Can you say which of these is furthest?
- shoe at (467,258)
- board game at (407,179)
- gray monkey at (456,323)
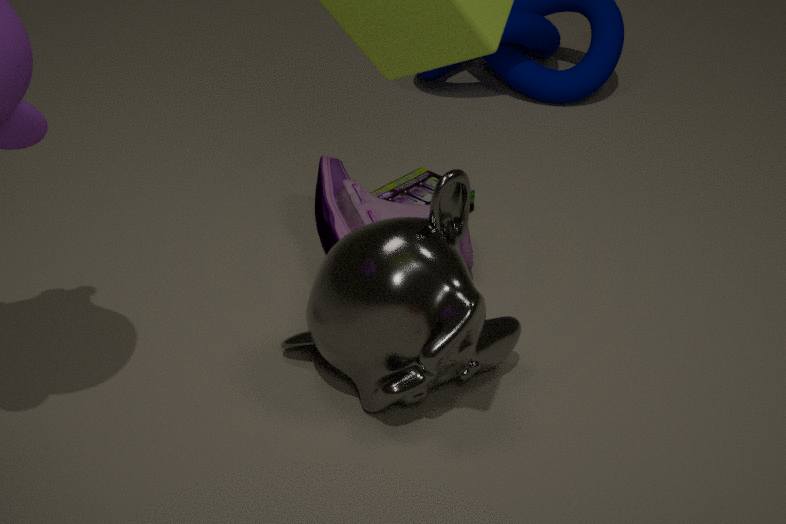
board game at (407,179)
